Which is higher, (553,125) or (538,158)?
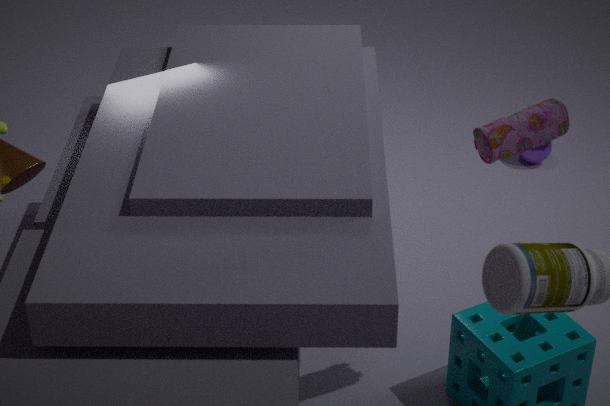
(553,125)
